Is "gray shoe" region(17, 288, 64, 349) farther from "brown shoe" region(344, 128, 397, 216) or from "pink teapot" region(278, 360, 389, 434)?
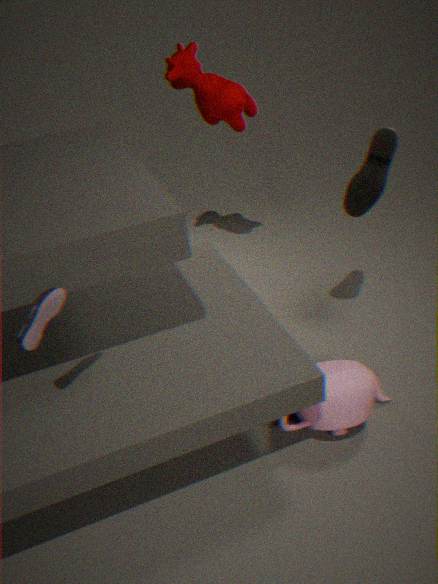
"brown shoe" region(344, 128, 397, 216)
